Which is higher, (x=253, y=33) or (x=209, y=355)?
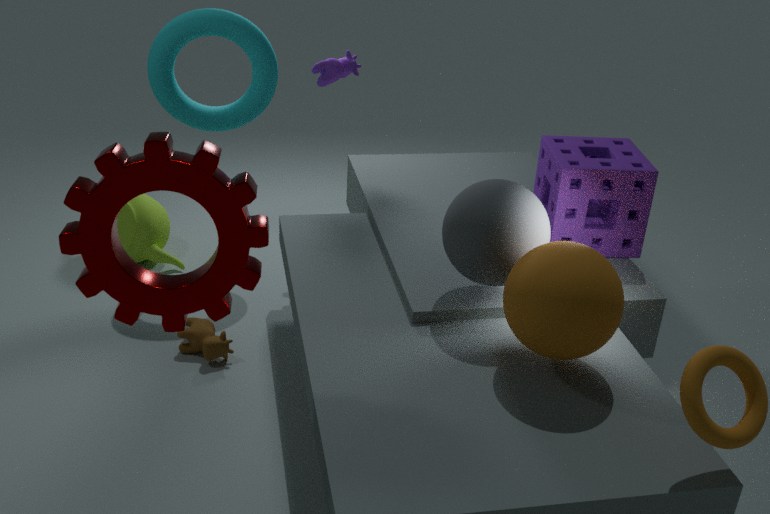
(x=253, y=33)
